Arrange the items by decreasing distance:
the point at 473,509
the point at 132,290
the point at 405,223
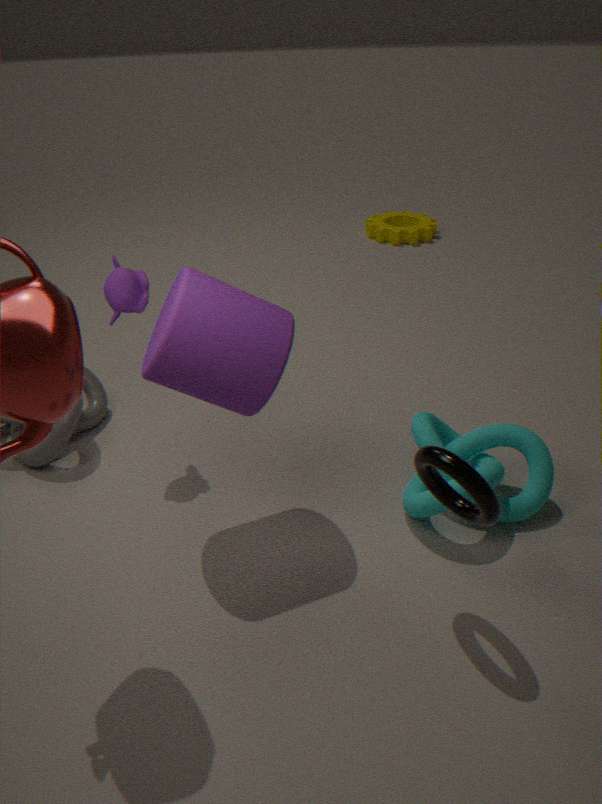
Answer: the point at 405,223, the point at 132,290, the point at 473,509
